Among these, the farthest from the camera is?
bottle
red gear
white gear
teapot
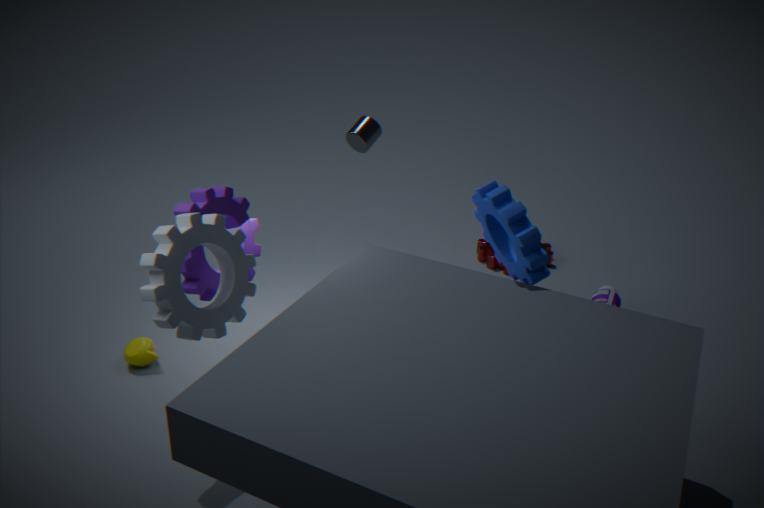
red gear
